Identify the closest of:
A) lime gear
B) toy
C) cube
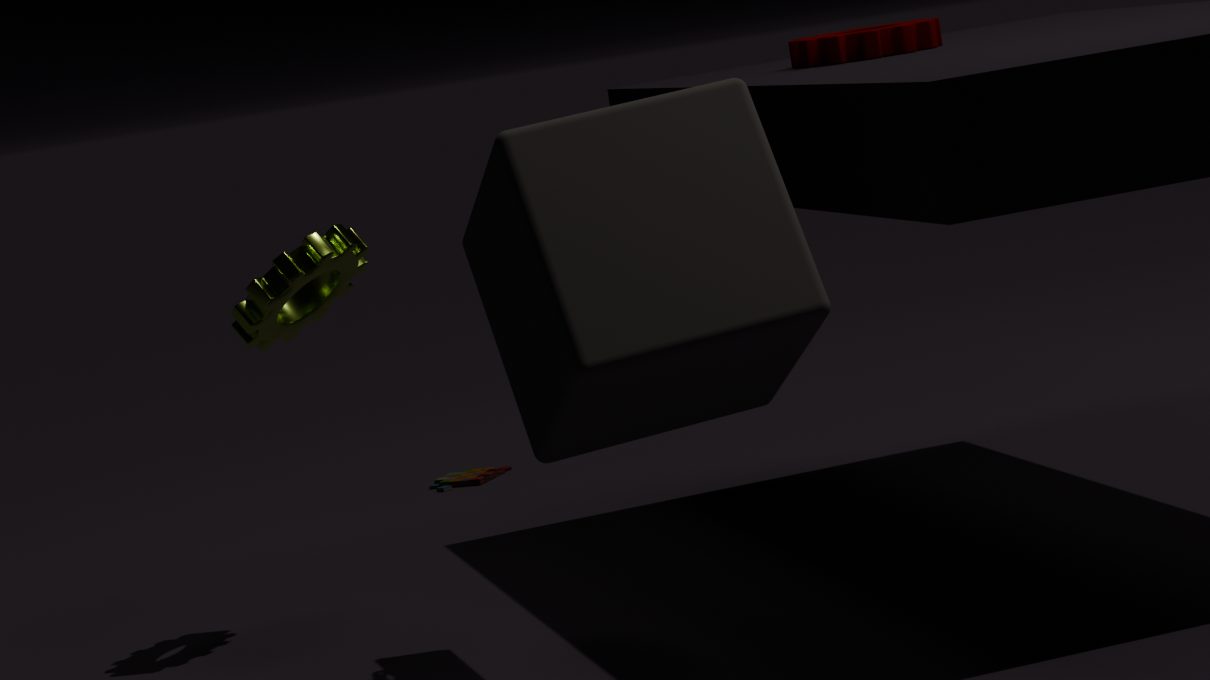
cube
